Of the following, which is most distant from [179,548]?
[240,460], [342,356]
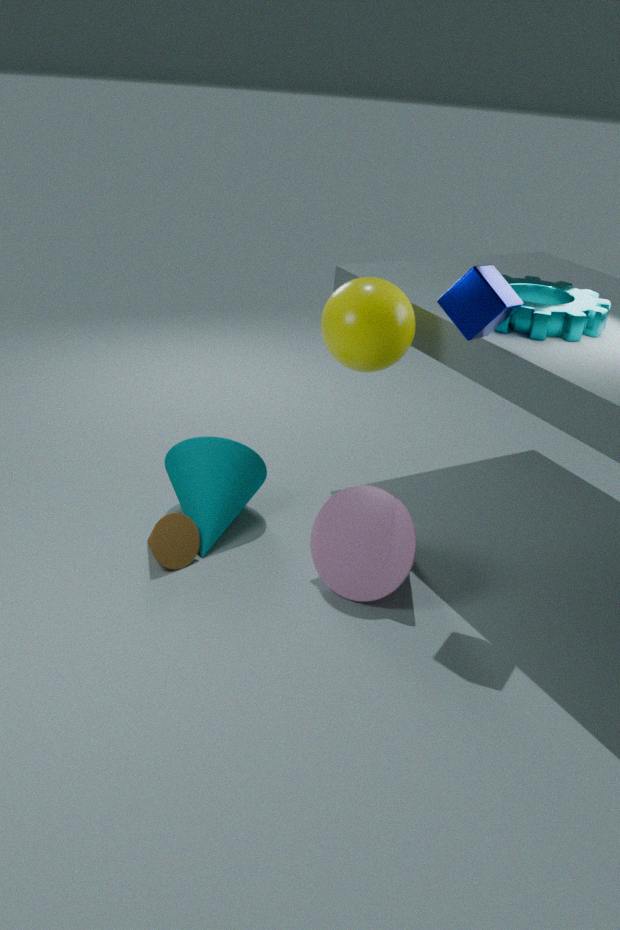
[342,356]
